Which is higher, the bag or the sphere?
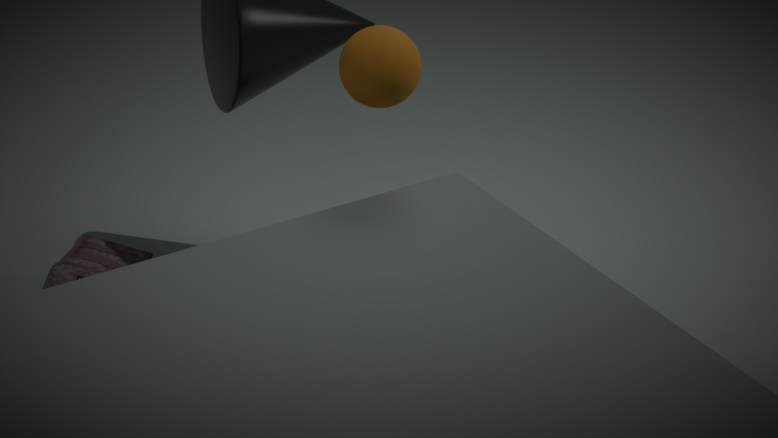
the sphere
